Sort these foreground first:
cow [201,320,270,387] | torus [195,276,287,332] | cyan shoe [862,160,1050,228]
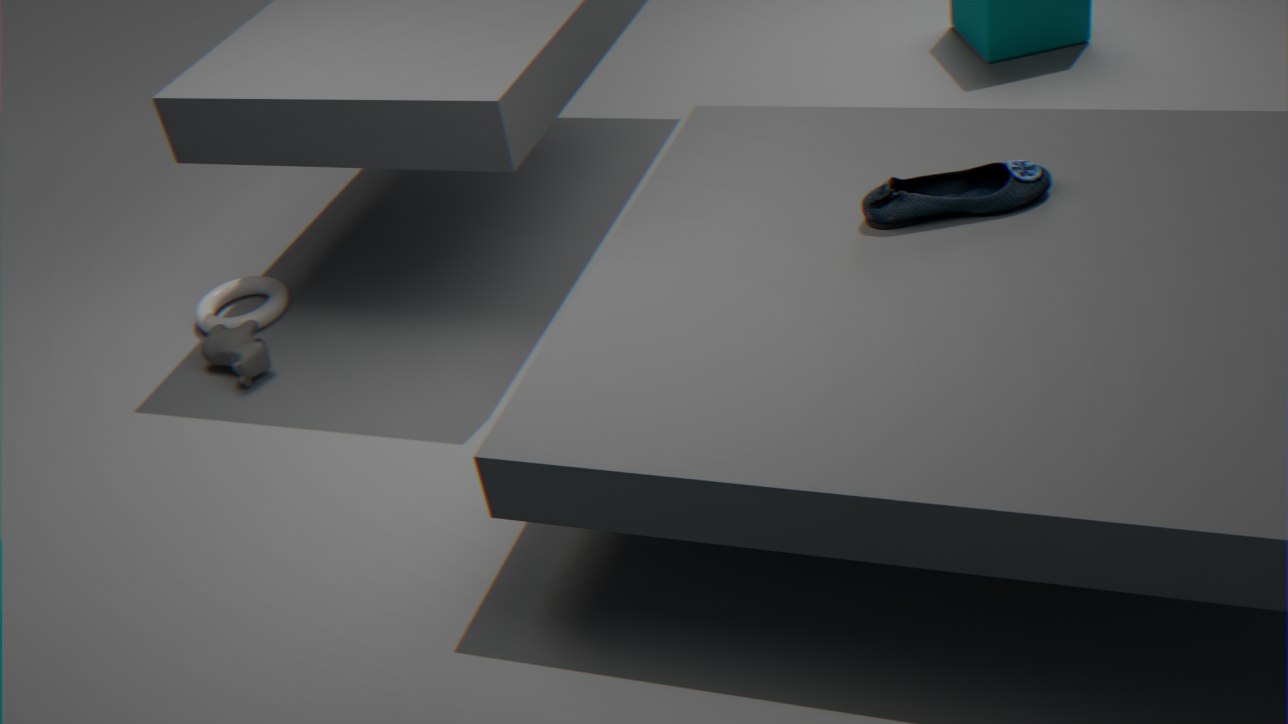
1. cyan shoe [862,160,1050,228]
2. cow [201,320,270,387]
3. torus [195,276,287,332]
